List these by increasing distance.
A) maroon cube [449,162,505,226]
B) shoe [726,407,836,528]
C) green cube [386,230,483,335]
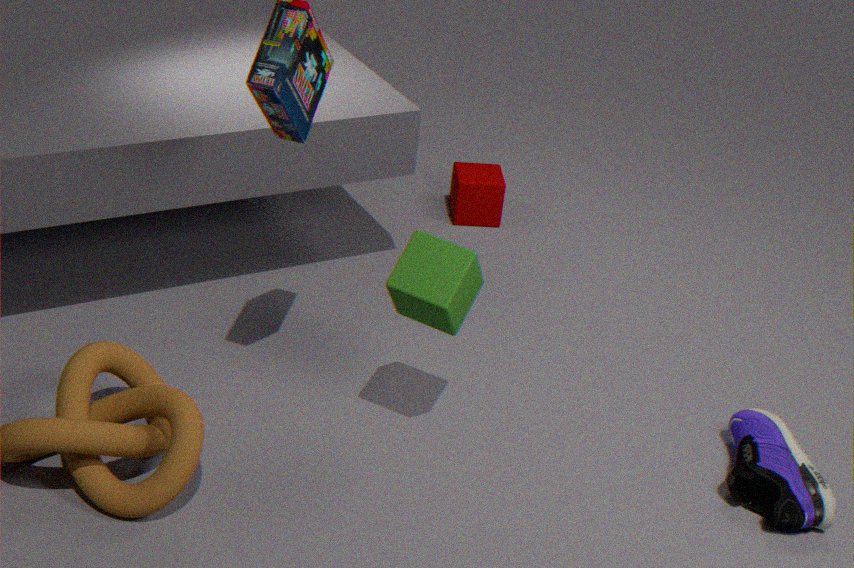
green cube [386,230,483,335]
shoe [726,407,836,528]
maroon cube [449,162,505,226]
